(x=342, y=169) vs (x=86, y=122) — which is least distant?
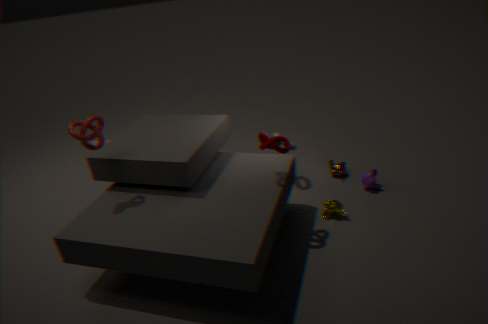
(x=86, y=122)
